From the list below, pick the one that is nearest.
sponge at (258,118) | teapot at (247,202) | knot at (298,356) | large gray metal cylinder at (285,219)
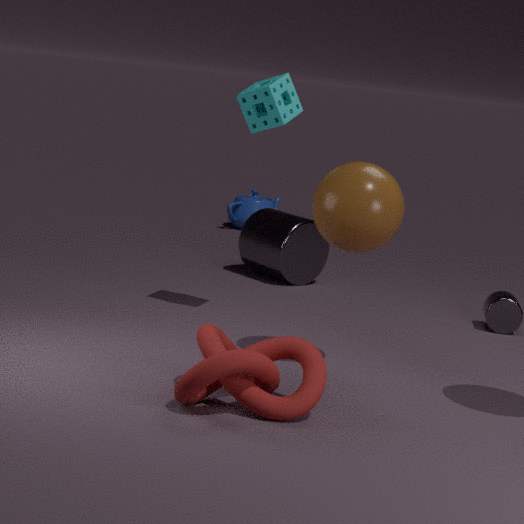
knot at (298,356)
